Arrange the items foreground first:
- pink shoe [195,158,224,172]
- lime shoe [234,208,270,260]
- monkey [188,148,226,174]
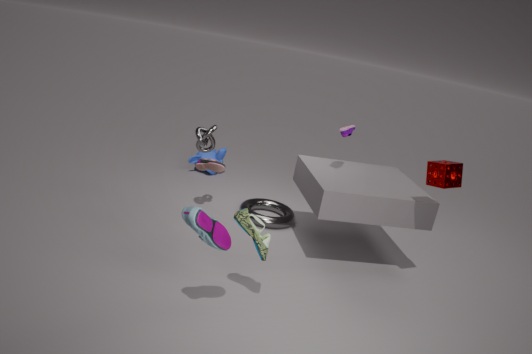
lime shoe [234,208,270,260], pink shoe [195,158,224,172], monkey [188,148,226,174]
